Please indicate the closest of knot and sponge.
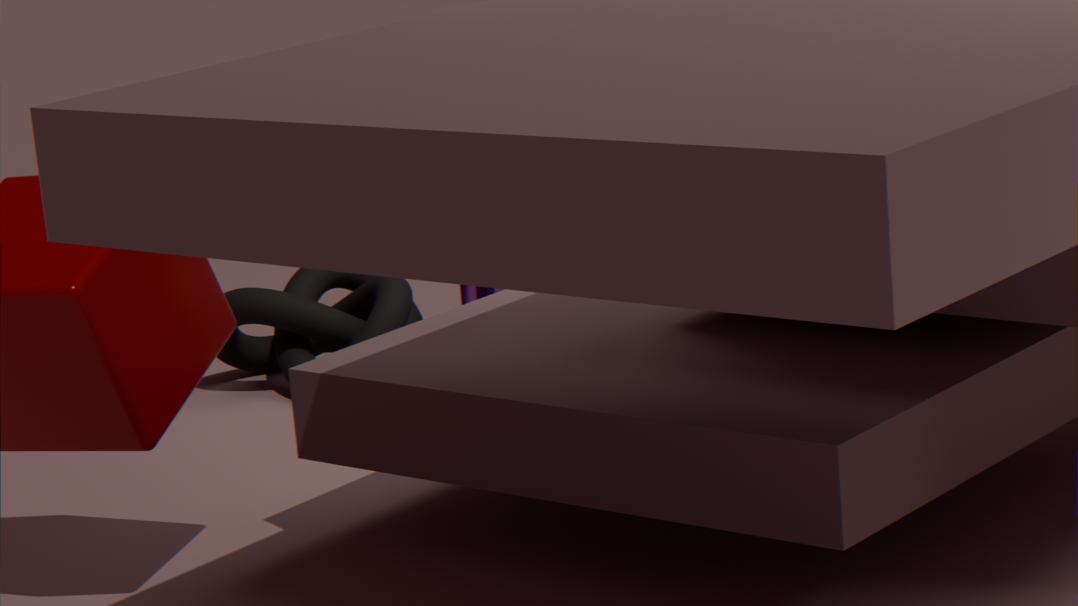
knot
